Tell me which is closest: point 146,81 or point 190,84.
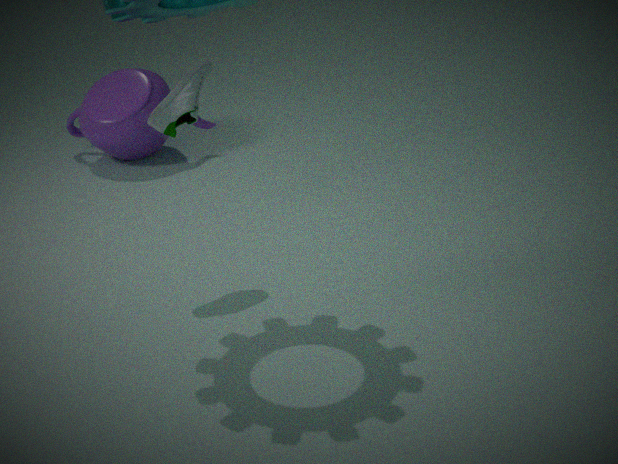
point 190,84
